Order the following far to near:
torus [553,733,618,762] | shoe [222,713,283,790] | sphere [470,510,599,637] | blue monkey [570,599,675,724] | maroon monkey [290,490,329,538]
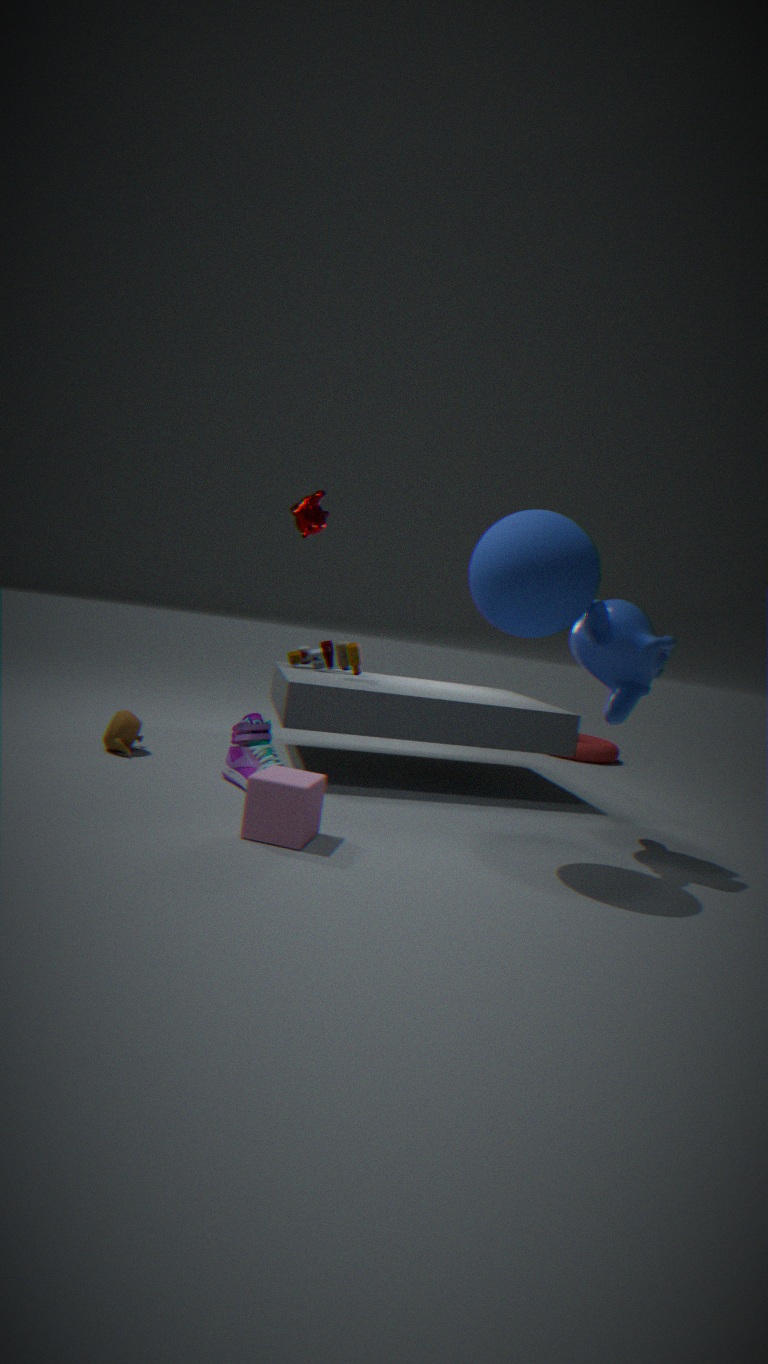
torus [553,733,618,762] → maroon monkey [290,490,329,538] → shoe [222,713,283,790] → blue monkey [570,599,675,724] → sphere [470,510,599,637]
